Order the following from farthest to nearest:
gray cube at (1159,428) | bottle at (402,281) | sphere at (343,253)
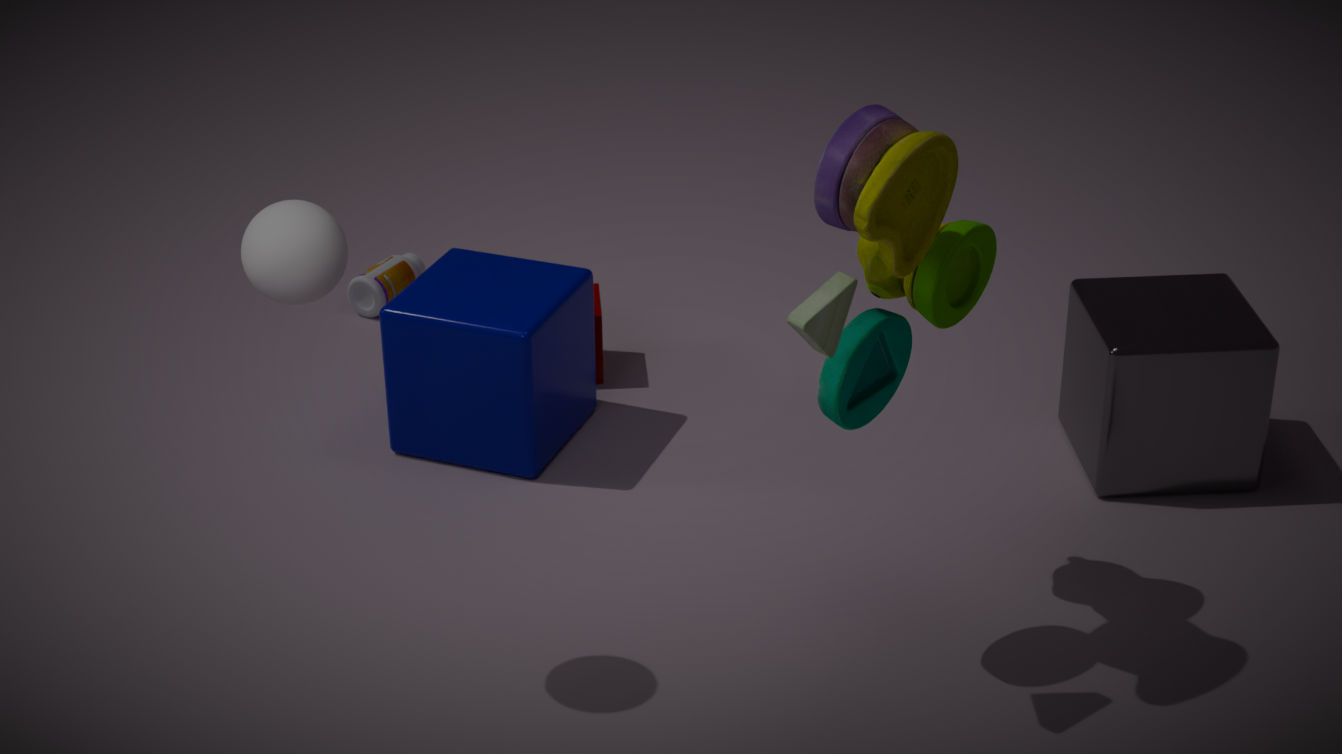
bottle at (402,281) → gray cube at (1159,428) → sphere at (343,253)
